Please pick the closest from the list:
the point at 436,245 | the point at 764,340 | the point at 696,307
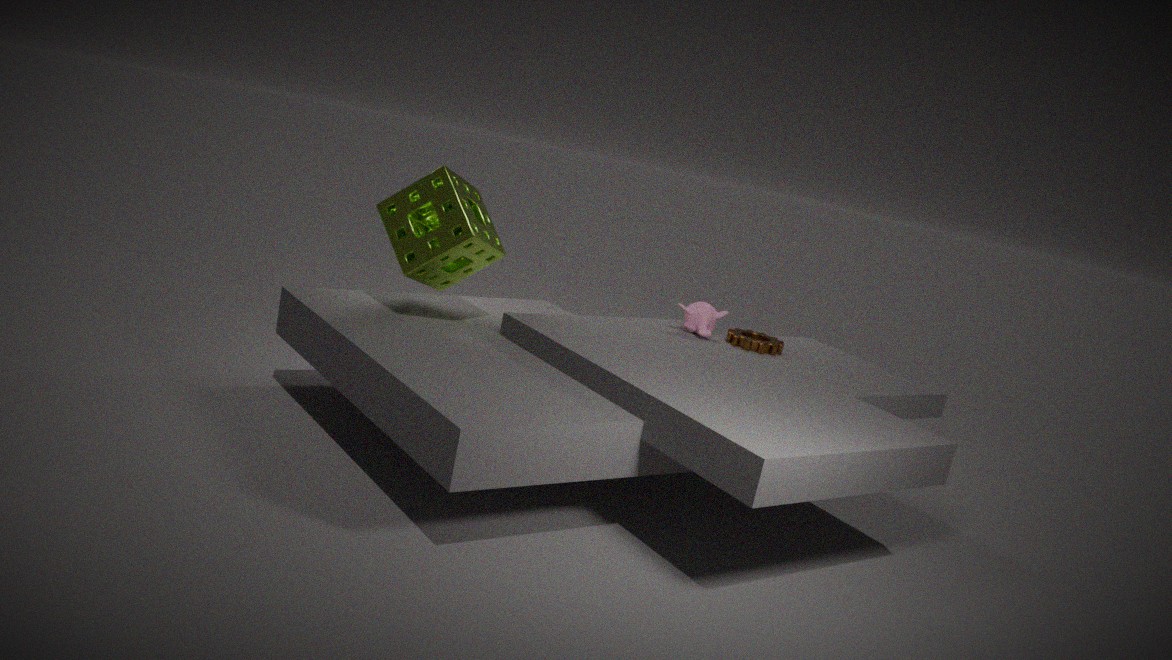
the point at 436,245
